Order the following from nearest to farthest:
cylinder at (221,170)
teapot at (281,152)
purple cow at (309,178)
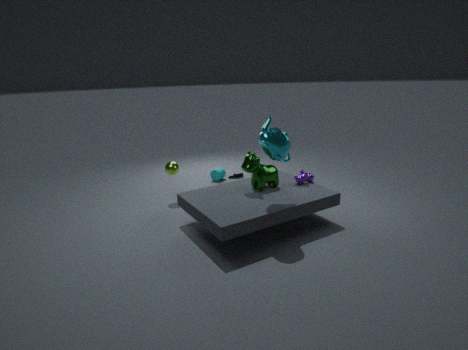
teapot at (281,152) < purple cow at (309,178) < cylinder at (221,170)
